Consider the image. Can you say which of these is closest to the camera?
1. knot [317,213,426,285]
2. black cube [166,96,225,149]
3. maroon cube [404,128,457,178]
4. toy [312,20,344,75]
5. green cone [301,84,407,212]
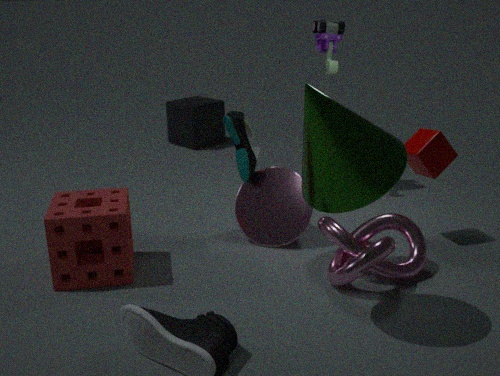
green cone [301,84,407,212]
